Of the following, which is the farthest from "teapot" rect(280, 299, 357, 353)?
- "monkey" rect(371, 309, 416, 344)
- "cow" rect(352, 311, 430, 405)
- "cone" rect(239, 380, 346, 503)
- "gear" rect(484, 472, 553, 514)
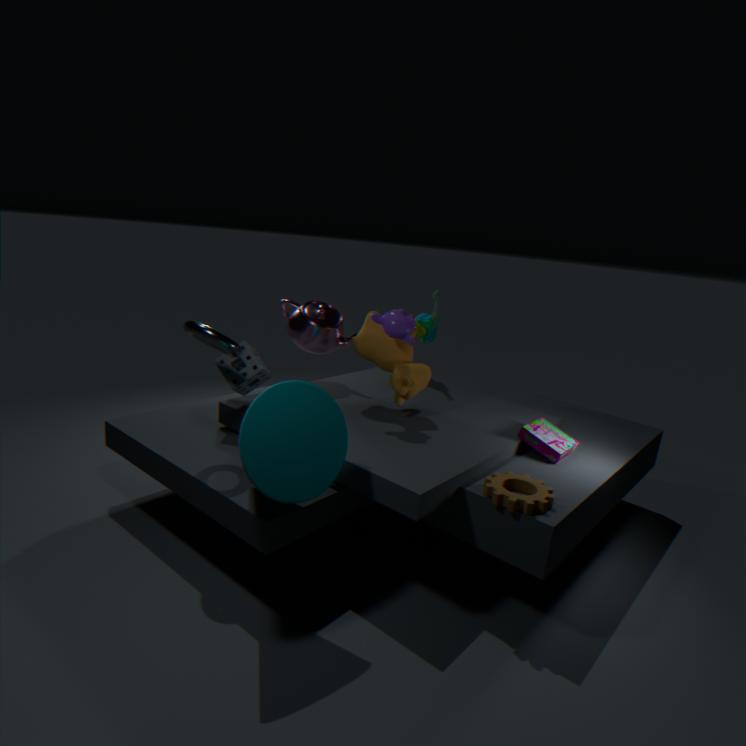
"gear" rect(484, 472, 553, 514)
